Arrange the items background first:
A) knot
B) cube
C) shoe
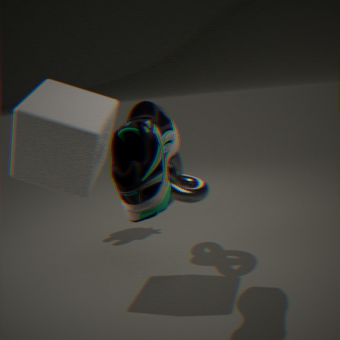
knot → cube → shoe
